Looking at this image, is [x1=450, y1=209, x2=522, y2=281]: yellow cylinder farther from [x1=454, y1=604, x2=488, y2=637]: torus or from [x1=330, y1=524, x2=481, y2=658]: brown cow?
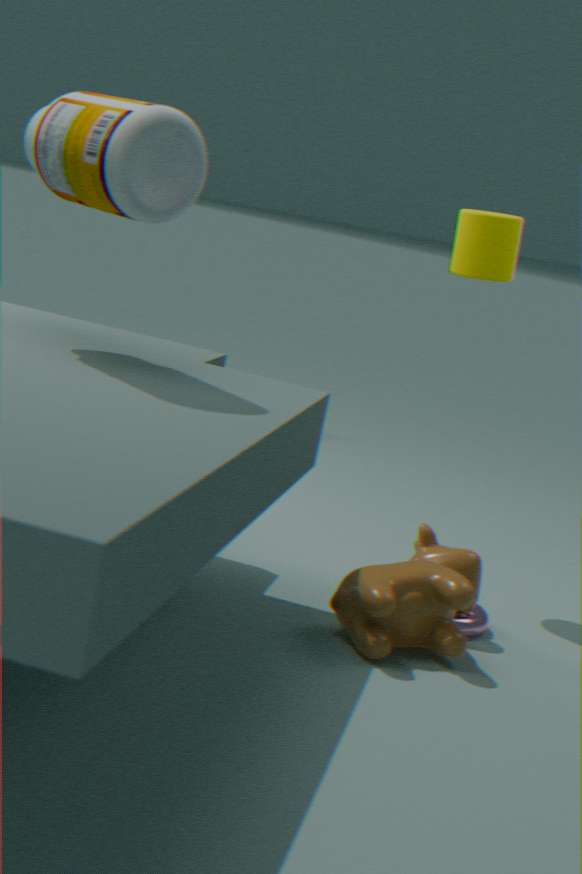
[x1=454, y1=604, x2=488, y2=637]: torus
